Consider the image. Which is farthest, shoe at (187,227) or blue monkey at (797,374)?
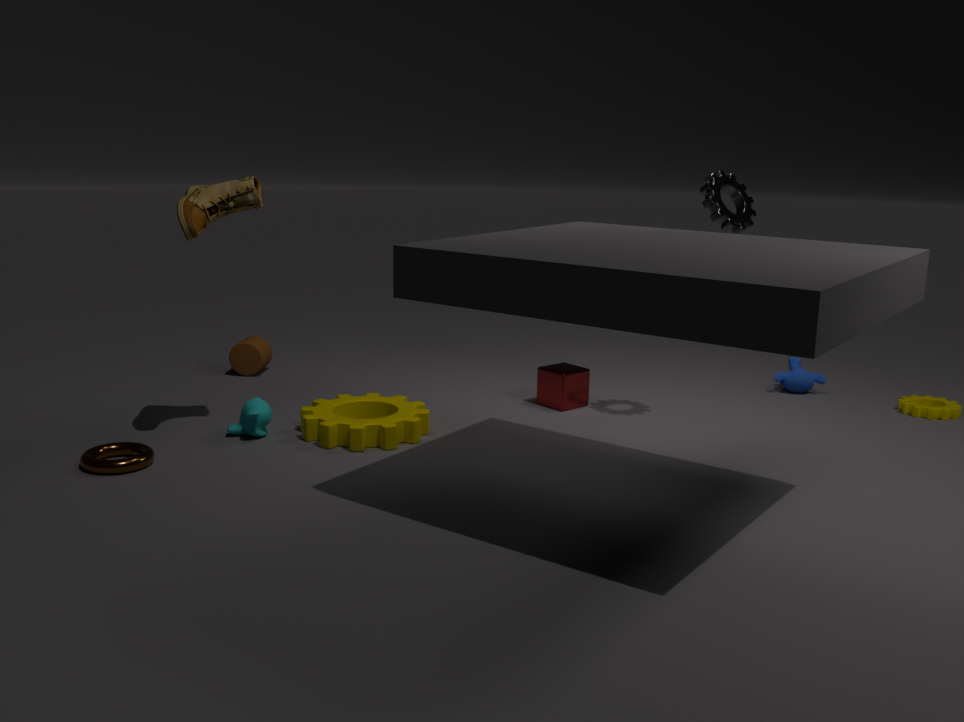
blue monkey at (797,374)
